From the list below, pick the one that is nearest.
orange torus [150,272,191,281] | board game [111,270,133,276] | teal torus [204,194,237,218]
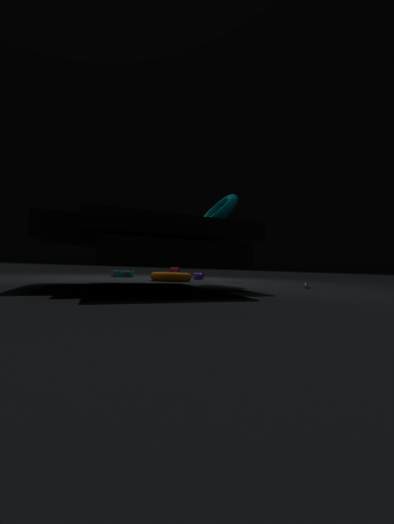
teal torus [204,194,237,218]
